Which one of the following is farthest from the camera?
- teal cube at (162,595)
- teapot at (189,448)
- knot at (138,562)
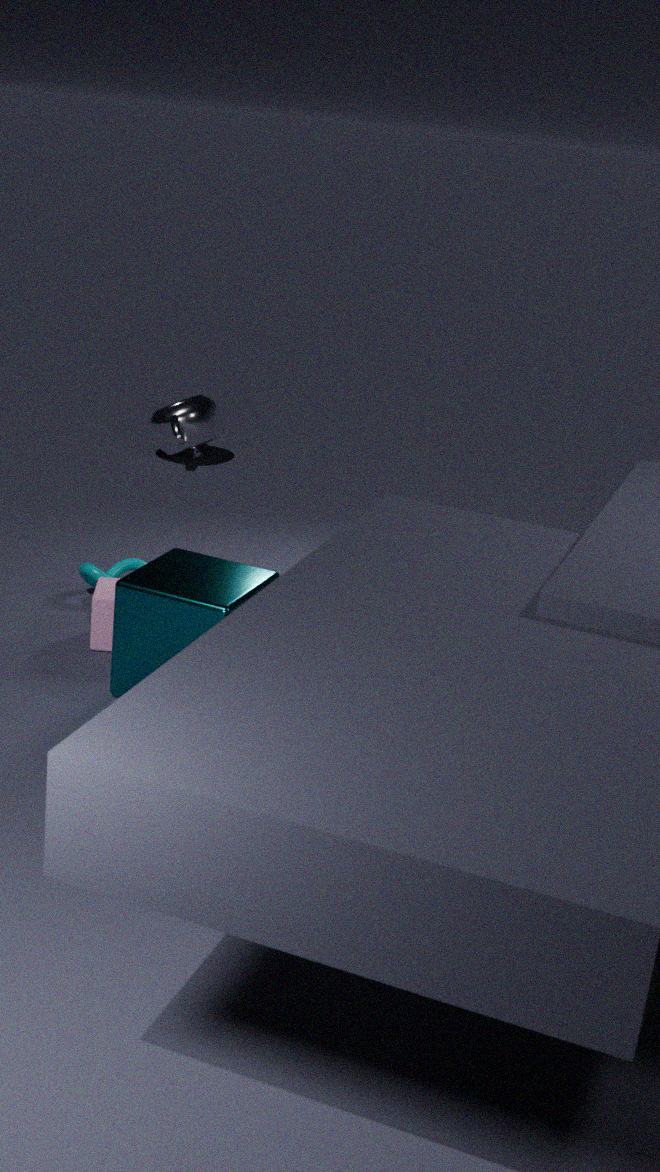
teapot at (189,448)
